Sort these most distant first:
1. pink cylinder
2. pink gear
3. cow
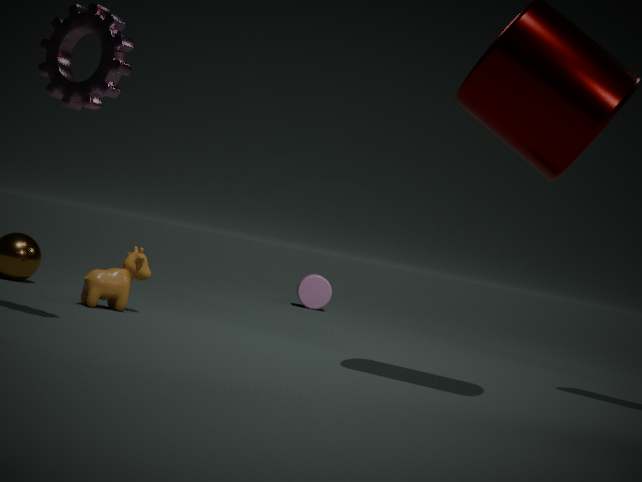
pink cylinder, cow, pink gear
